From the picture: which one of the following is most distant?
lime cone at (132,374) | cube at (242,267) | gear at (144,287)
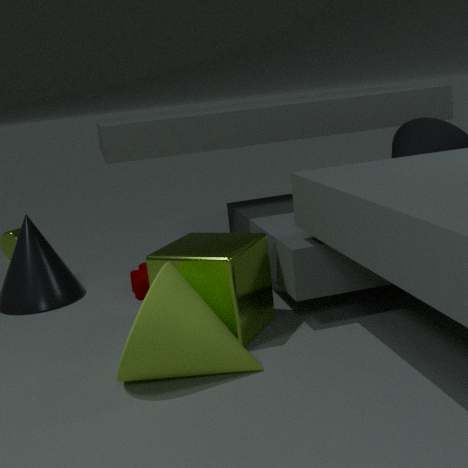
gear at (144,287)
